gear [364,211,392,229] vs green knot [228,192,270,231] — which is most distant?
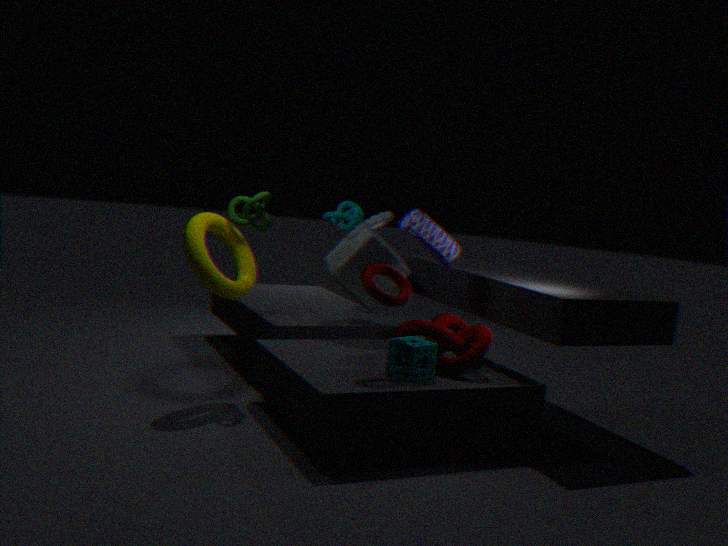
gear [364,211,392,229]
